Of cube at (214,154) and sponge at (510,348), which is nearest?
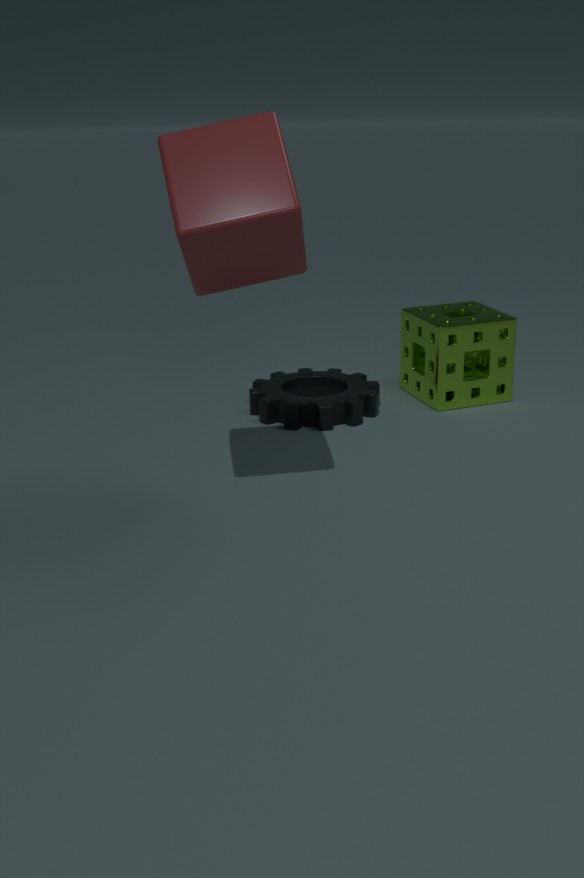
cube at (214,154)
